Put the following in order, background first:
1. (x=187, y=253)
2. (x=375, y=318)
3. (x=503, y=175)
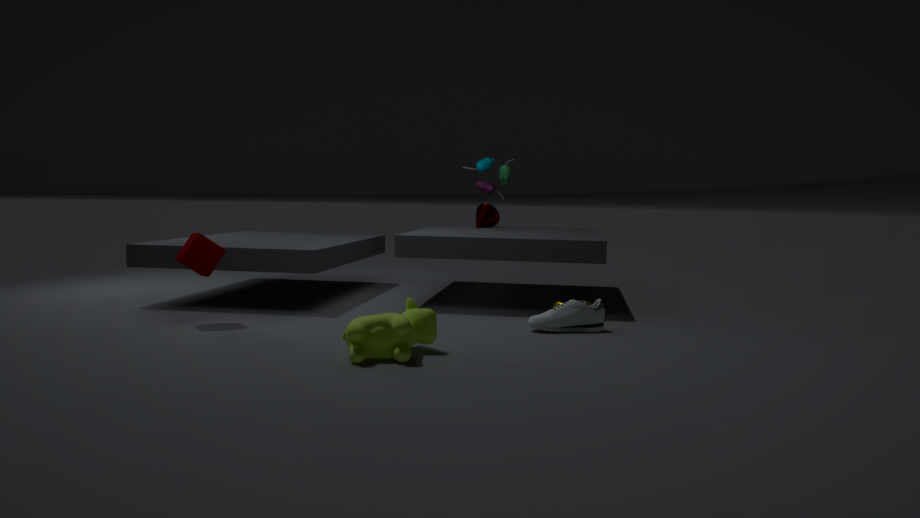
(x=503, y=175), (x=187, y=253), (x=375, y=318)
